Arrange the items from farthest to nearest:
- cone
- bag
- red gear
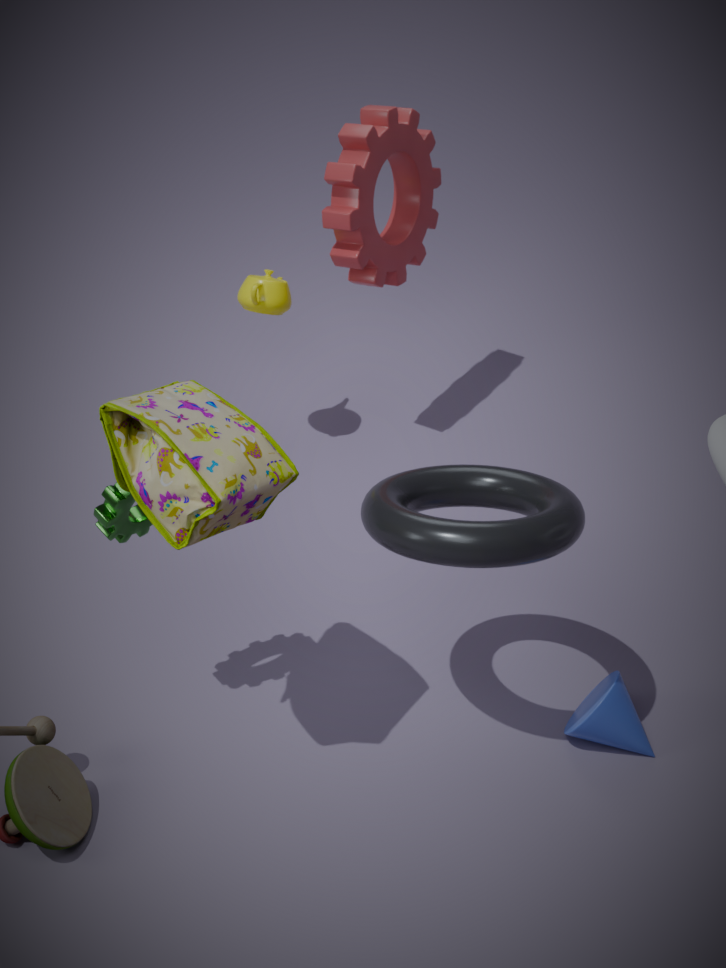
red gear < cone < bag
